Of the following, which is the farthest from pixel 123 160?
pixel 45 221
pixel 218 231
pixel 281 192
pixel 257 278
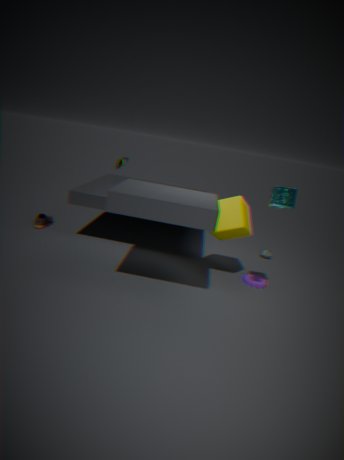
pixel 257 278
